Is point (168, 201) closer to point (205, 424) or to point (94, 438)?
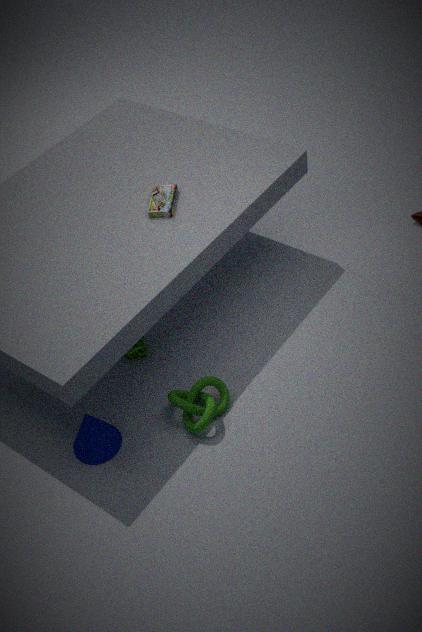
point (205, 424)
